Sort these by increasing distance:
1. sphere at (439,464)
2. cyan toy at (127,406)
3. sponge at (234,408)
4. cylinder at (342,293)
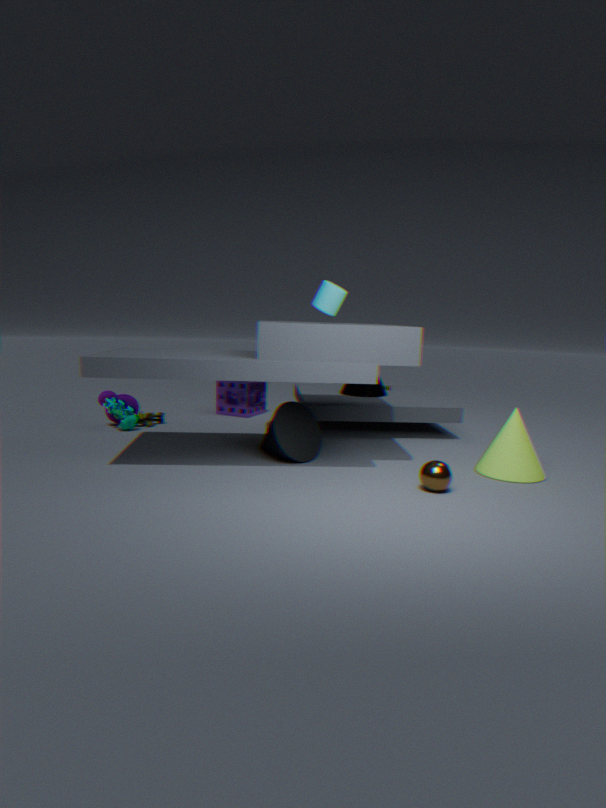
sphere at (439,464), cylinder at (342,293), cyan toy at (127,406), sponge at (234,408)
